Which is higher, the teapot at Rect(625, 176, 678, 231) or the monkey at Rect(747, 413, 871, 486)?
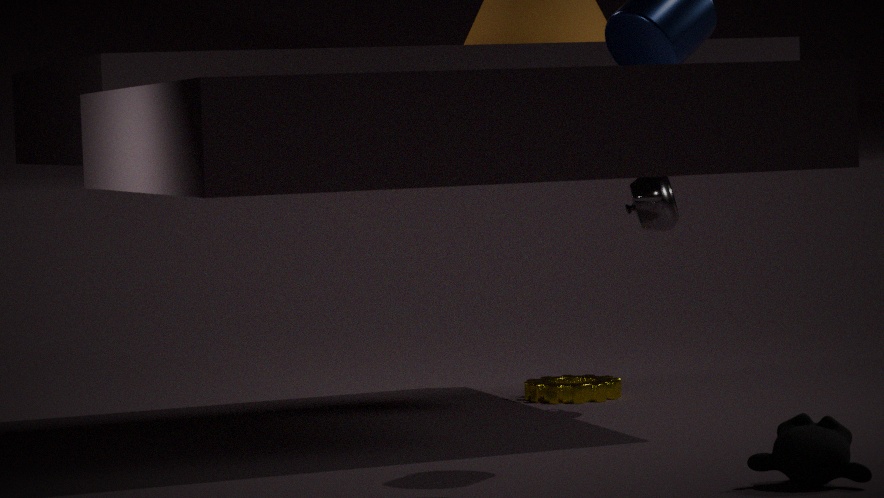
the teapot at Rect(625, 176, 678, 231)
